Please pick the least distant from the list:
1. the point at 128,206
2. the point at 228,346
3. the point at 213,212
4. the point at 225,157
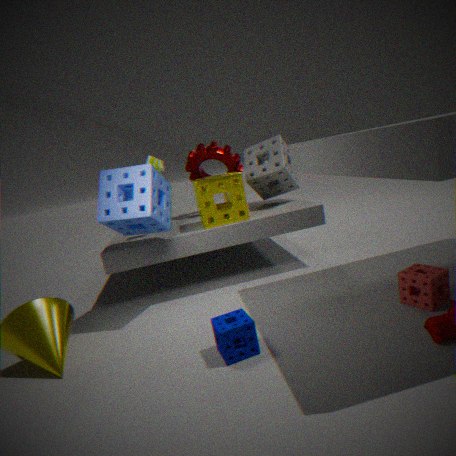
the point at 228,346
